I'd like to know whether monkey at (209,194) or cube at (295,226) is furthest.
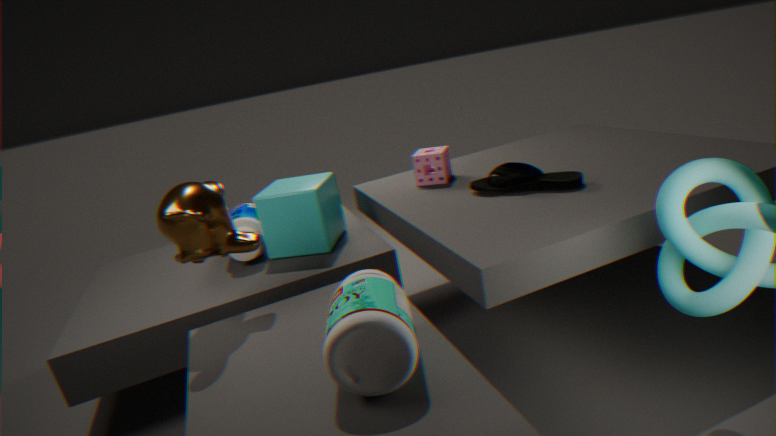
cube at (295,226)
